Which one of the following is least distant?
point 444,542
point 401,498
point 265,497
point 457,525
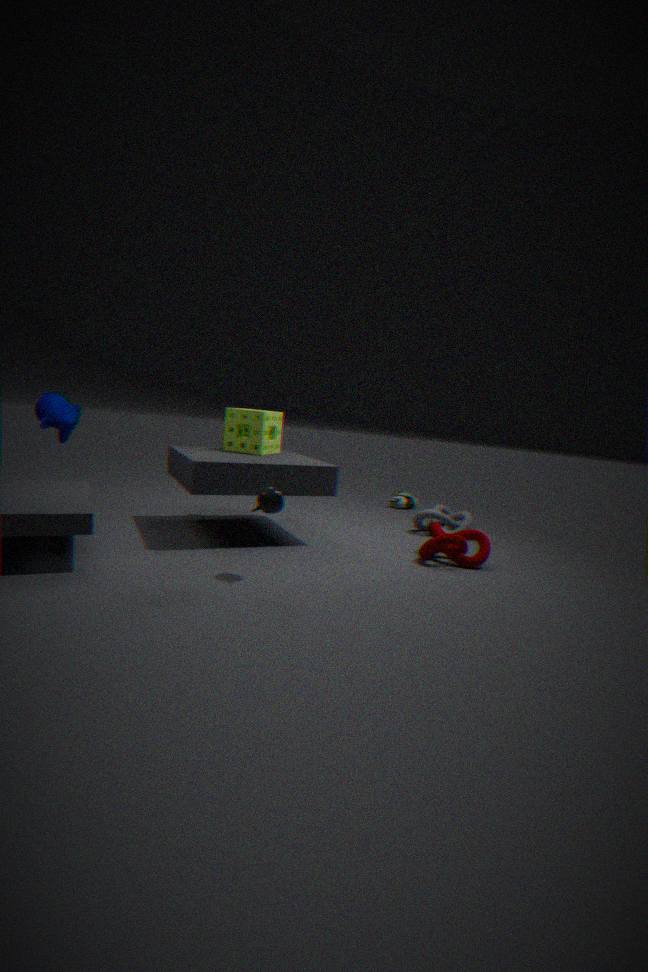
point 265,497
